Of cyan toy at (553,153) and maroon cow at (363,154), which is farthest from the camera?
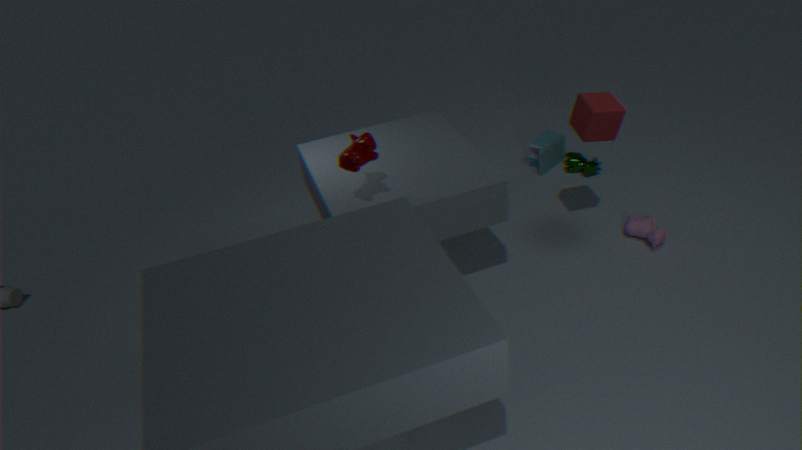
cyan toy at (553,153)
